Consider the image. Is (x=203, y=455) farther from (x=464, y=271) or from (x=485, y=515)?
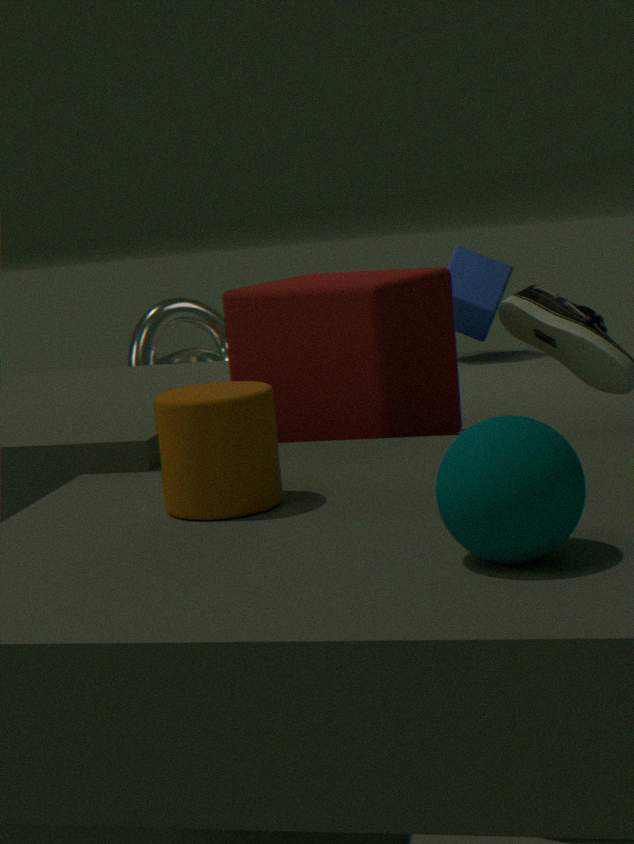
(x=464, y=271)
